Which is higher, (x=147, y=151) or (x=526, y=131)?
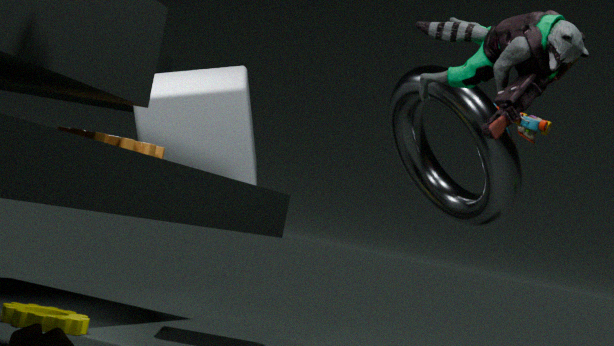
(x=526, y=131)
